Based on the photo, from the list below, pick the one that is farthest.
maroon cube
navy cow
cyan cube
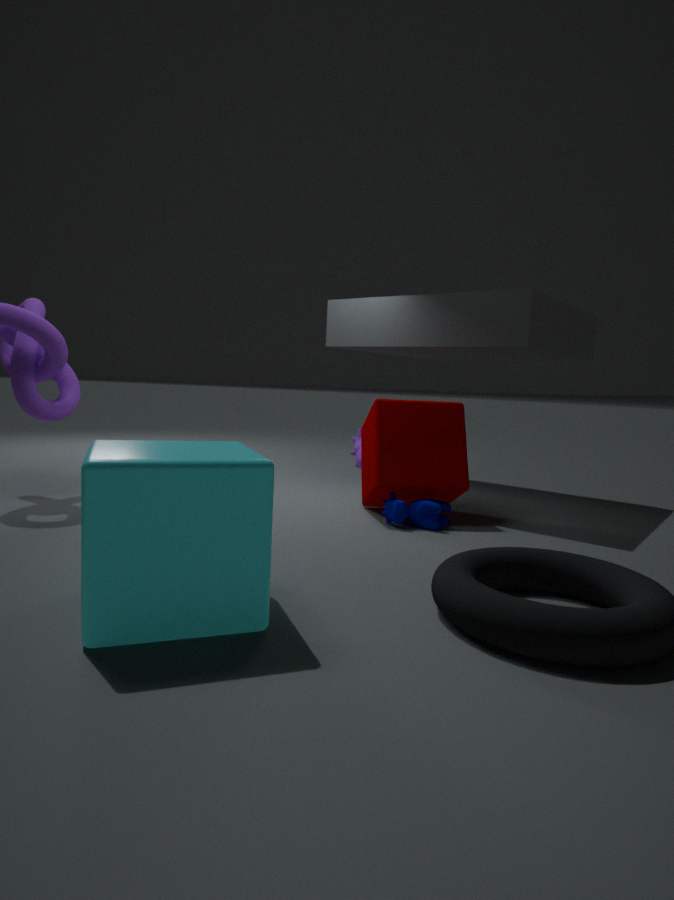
maroon cube
